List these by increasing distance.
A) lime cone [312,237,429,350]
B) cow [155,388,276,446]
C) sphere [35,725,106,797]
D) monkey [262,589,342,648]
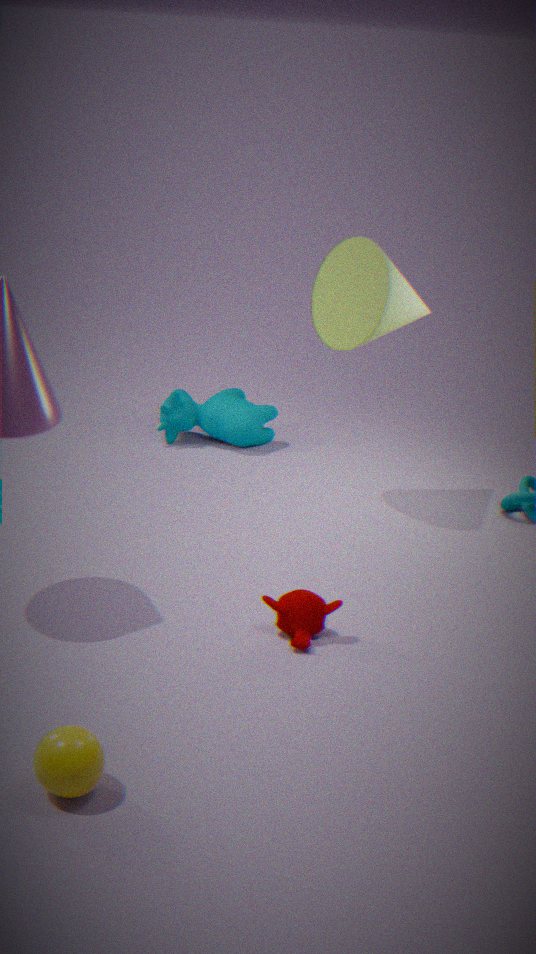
sphere [35,725,106,797] → monkey [262,589,342,648] → lime cone [312,237,429,350] → cow [155,388,276,446]
